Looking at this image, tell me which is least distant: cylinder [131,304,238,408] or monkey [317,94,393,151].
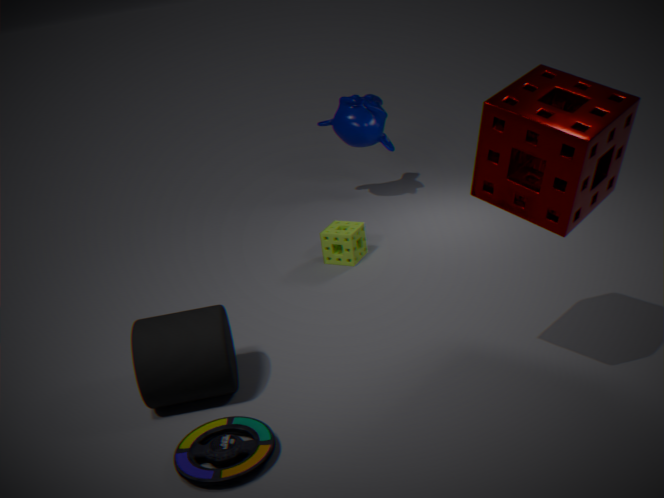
cylinder [131,304,238,408]
